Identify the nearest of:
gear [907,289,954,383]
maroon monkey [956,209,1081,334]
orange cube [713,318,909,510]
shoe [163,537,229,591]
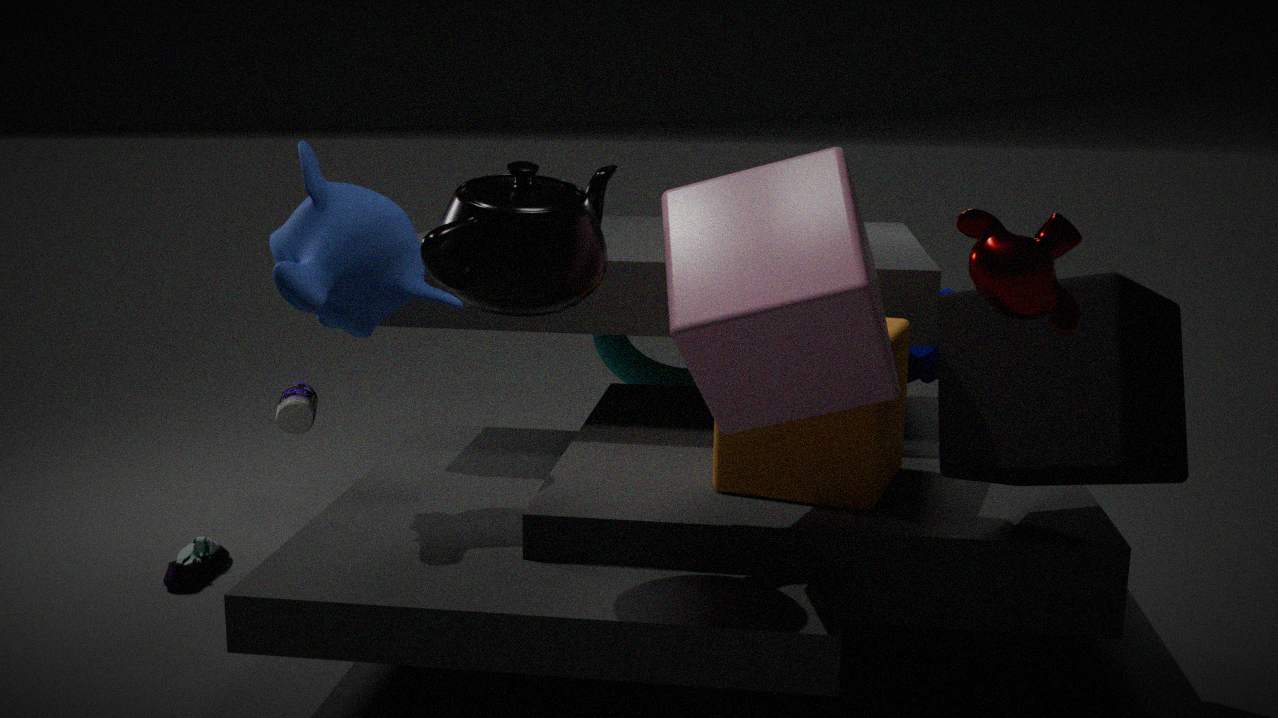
maroon monkey [956,209,1081,334]
